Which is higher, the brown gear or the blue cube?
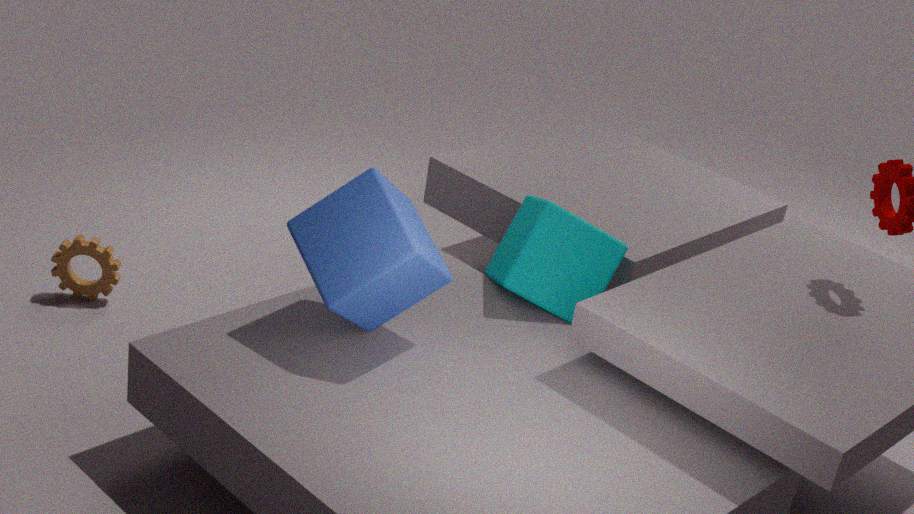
the blue cube
